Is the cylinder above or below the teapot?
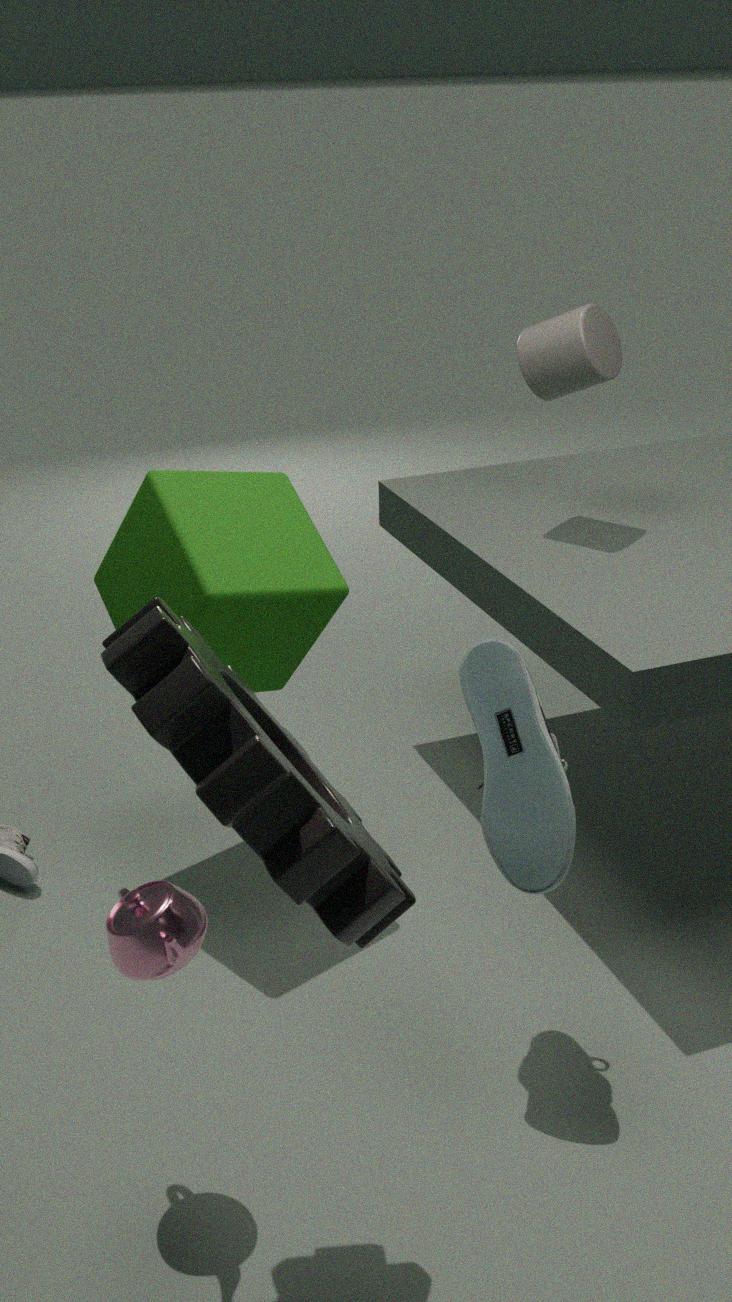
above
